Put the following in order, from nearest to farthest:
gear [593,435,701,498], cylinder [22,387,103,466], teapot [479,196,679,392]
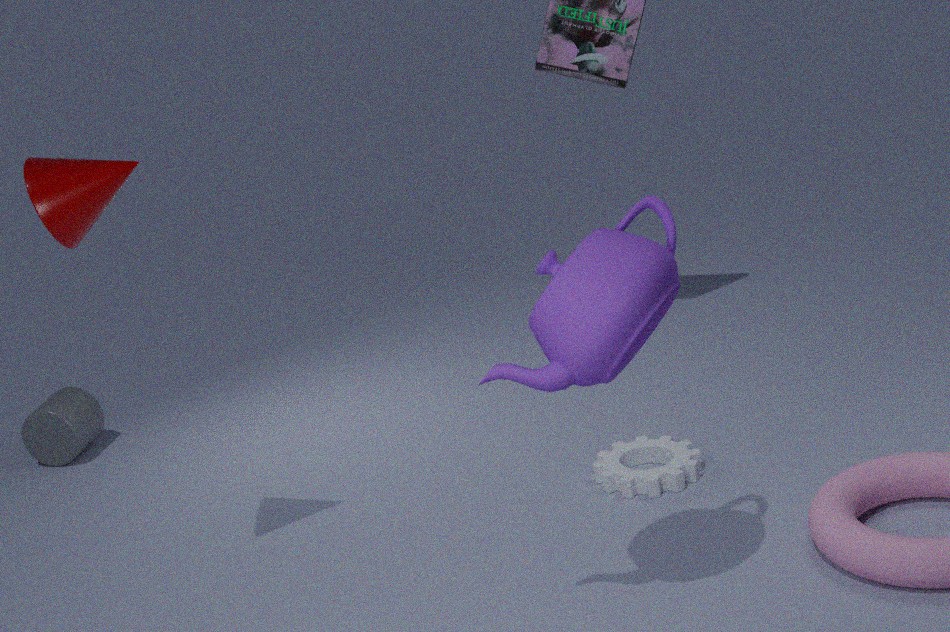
teapot [479,196,679,392] < gear [593,435,701,498] < cylinder [22,387,103,466]
